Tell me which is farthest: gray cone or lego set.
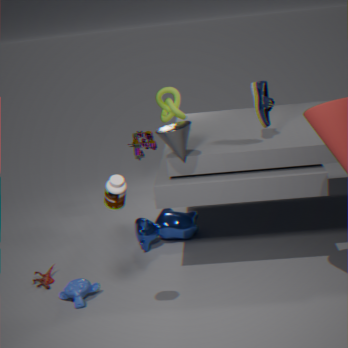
lego set
